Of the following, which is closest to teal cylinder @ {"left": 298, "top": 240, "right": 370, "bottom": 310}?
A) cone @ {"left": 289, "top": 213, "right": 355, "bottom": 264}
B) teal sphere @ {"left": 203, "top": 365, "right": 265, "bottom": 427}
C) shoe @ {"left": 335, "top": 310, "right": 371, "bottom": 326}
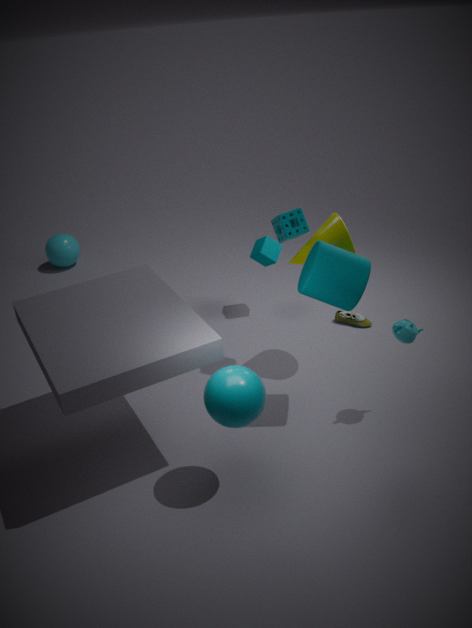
cone @ {"left": 289, "top": 213, "right": 355, "bottom": 264}
